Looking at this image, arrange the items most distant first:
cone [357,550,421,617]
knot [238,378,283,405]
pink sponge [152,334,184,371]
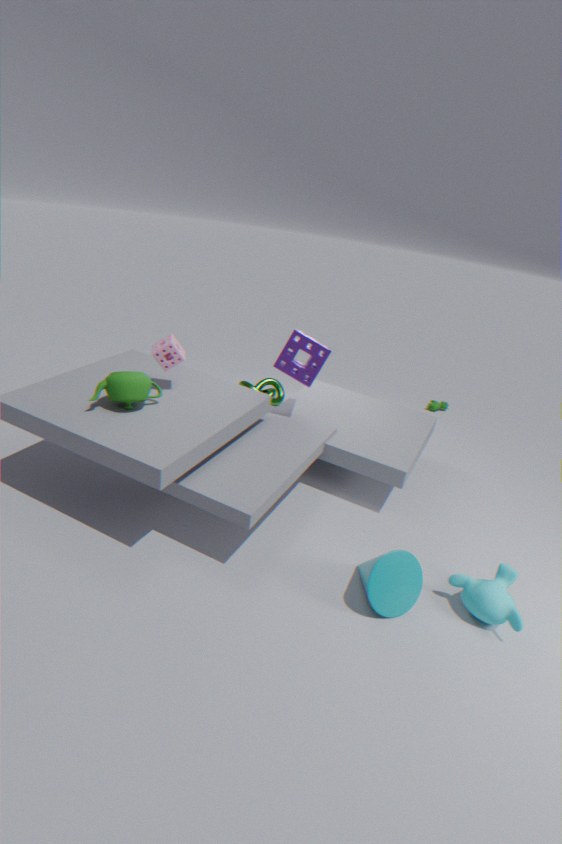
knot [238,378,283,405], pink sponge [152,334,184,371], cone [357,550,421,617]
